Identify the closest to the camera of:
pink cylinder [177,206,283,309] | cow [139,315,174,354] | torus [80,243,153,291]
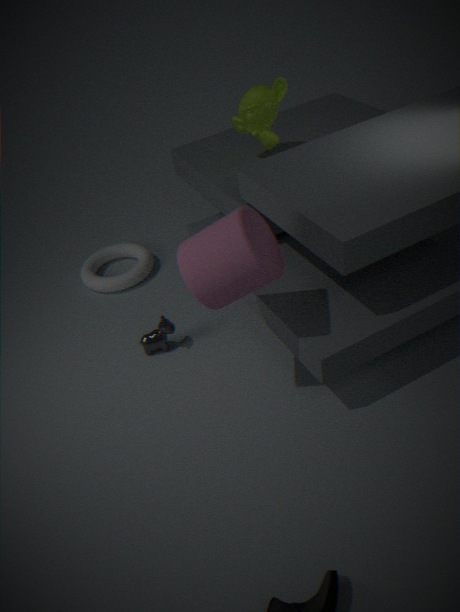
pink cylinder [177,206,283,309]
